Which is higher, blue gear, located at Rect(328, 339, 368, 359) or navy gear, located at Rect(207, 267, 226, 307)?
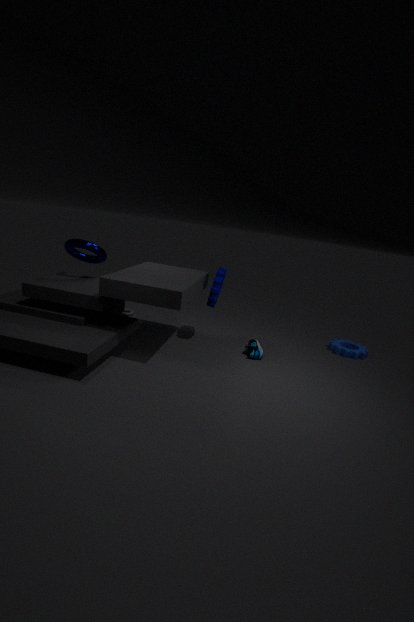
navy gear, located at Rect(207, 267, 226, 307)
